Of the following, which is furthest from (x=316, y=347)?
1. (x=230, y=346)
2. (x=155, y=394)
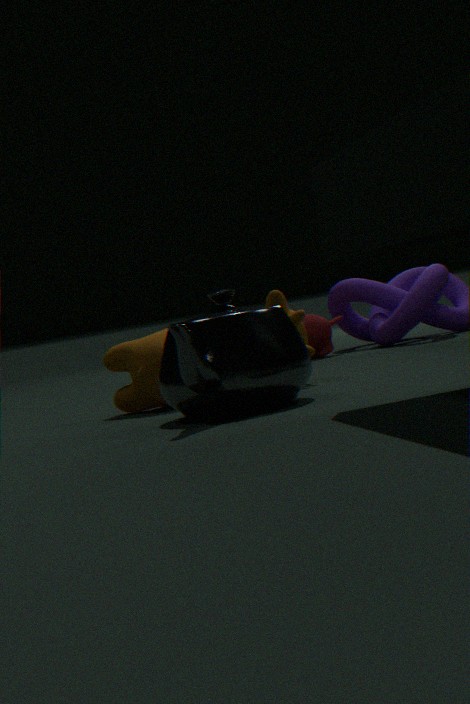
(x=230, y=346)
